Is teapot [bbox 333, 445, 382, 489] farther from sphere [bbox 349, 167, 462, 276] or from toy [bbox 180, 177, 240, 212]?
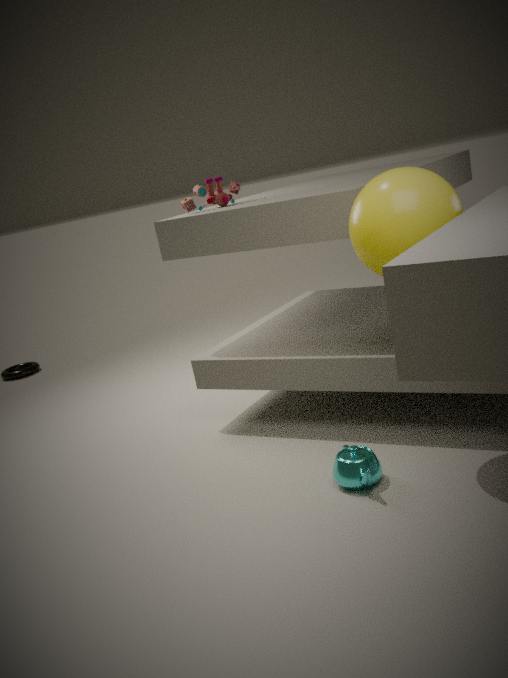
toy [bbox 180, 177, 240, 212]
